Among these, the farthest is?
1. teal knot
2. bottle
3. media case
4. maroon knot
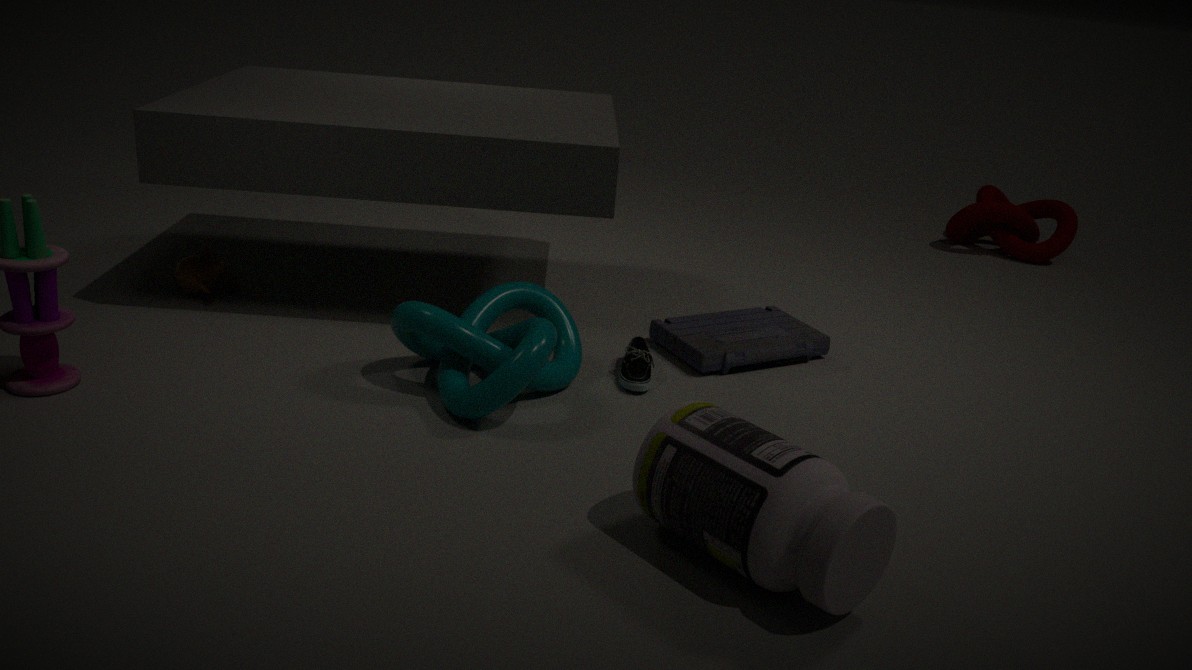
maroon knot
